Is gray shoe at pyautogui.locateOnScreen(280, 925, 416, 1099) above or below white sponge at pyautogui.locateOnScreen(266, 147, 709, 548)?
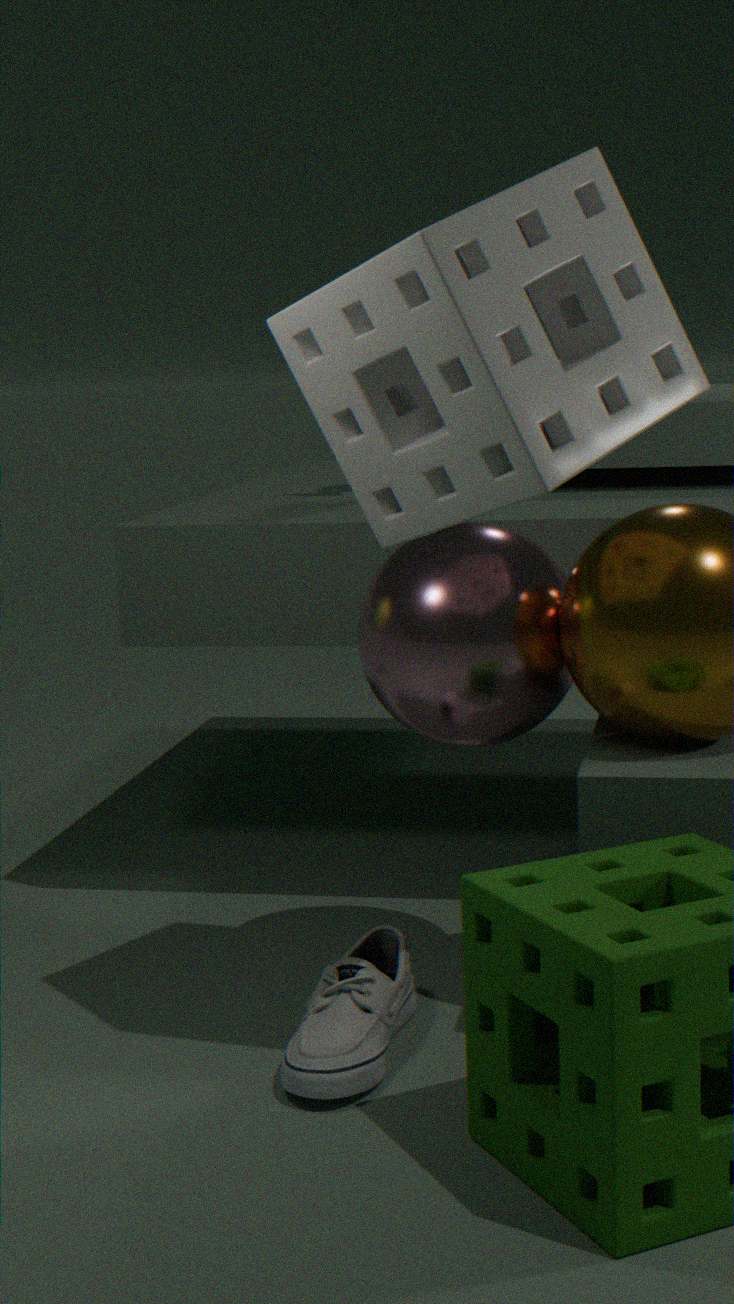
below
